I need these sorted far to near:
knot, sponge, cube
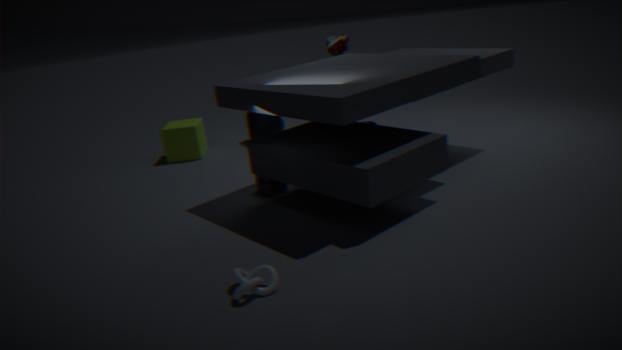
cube, sponge, knot
